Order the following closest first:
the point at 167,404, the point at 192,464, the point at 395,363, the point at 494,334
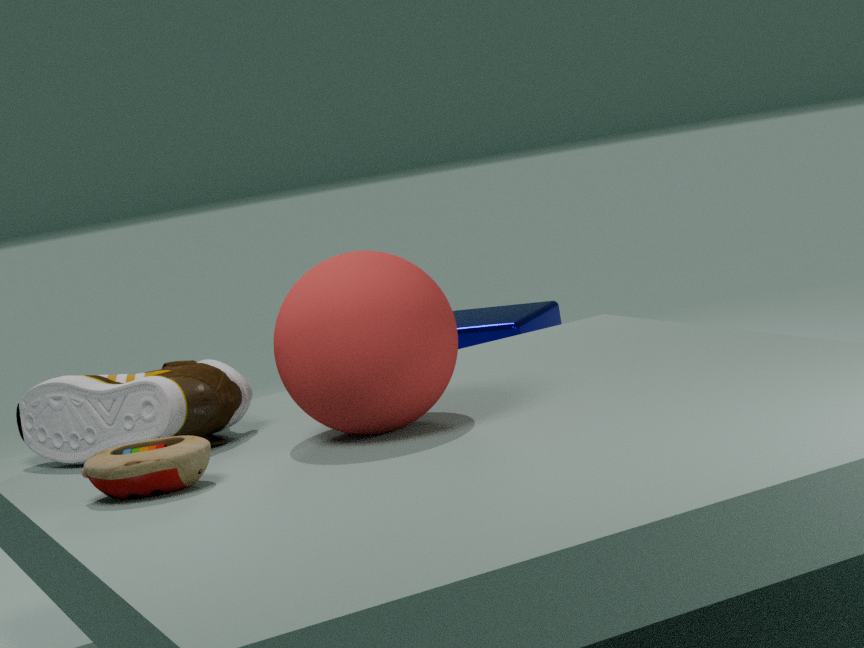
the point at 192,464 < the point at 395,363 < the point at 167,404 < the point at 494,334
